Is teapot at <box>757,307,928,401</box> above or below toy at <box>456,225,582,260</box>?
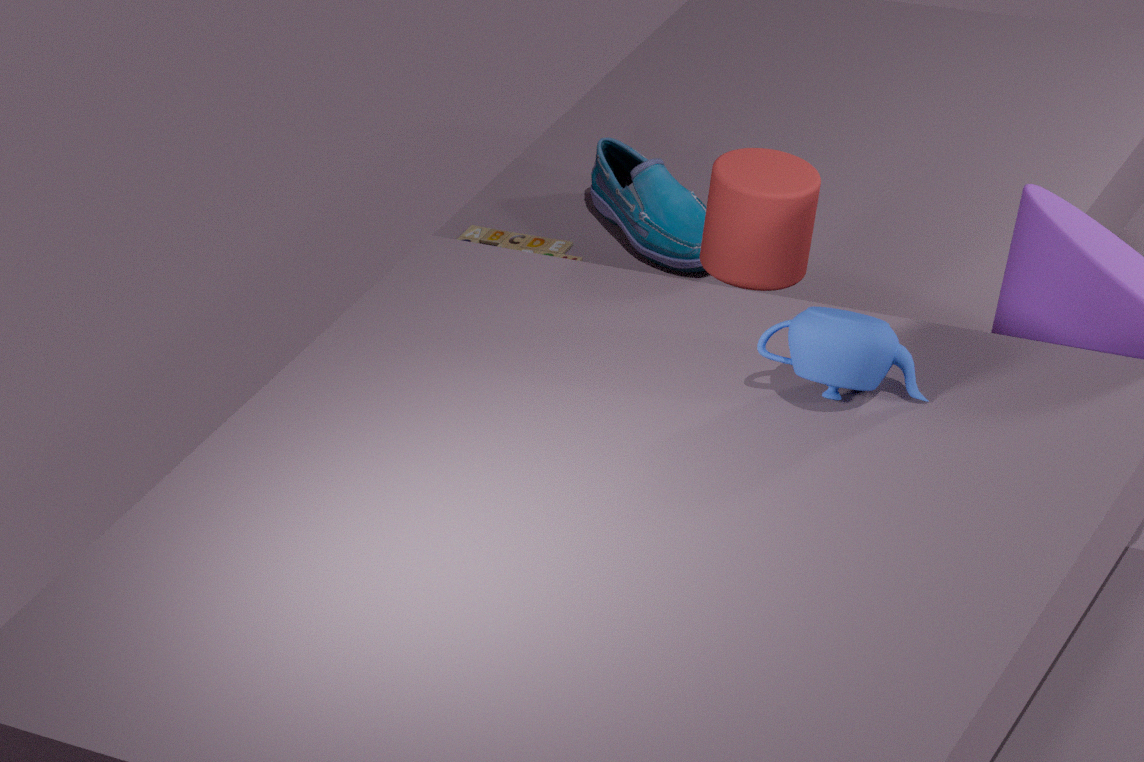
above
